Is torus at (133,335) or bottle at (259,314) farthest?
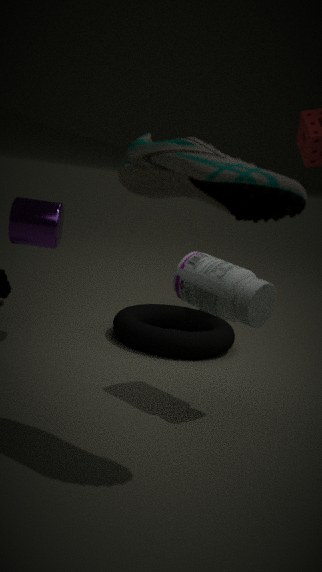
torus at (133,335)
